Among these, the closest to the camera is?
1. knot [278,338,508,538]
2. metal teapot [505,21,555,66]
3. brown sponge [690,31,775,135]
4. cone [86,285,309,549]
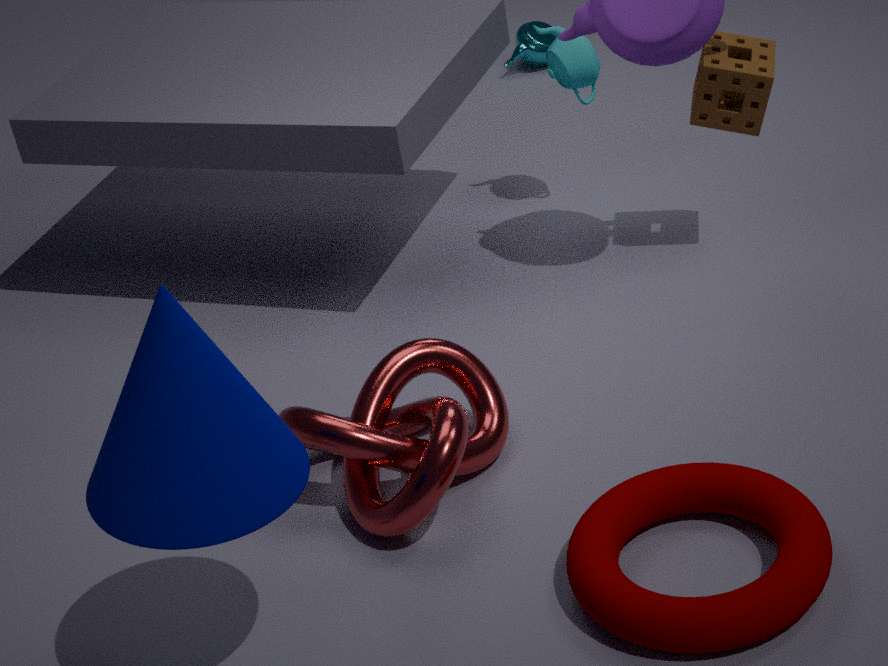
cone [86,285,309,549]
